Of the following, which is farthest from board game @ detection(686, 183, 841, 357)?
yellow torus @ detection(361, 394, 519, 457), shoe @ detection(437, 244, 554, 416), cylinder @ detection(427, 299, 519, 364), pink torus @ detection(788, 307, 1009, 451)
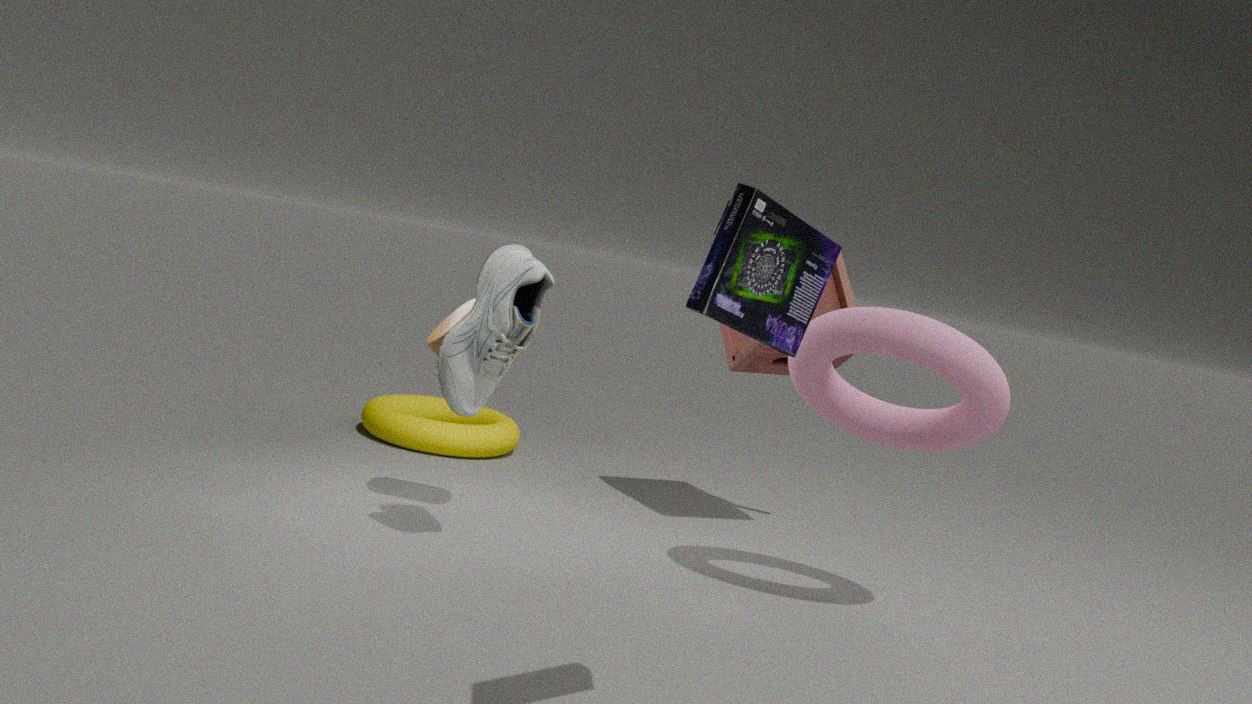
yellow torus @ detection(361, 394, 519, 457)
